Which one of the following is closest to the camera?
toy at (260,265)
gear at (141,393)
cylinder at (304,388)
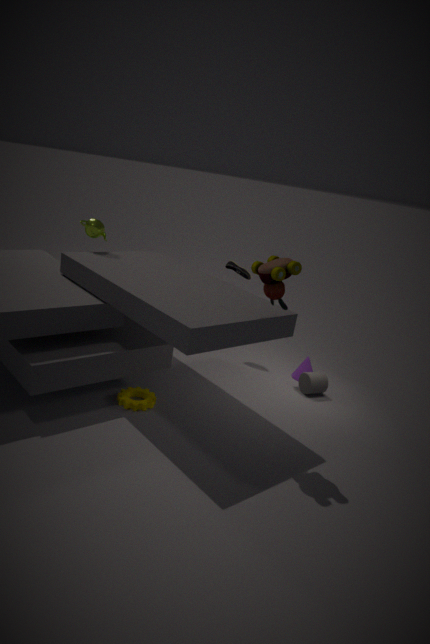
toy at (260,265)
